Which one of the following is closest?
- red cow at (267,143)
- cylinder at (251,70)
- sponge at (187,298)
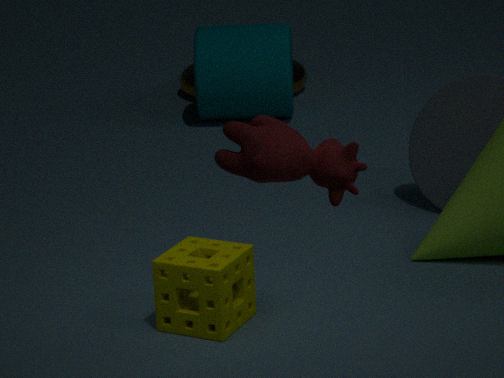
red cow at (267,143)
